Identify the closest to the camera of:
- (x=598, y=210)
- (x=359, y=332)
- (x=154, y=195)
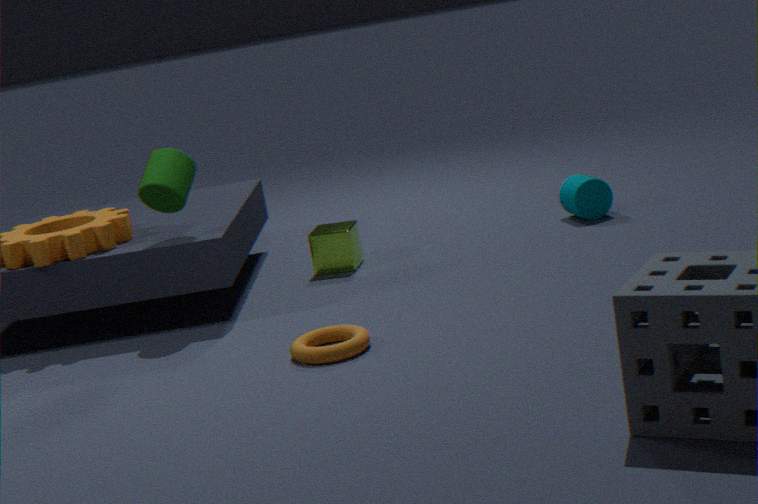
(x=359, y=332)
